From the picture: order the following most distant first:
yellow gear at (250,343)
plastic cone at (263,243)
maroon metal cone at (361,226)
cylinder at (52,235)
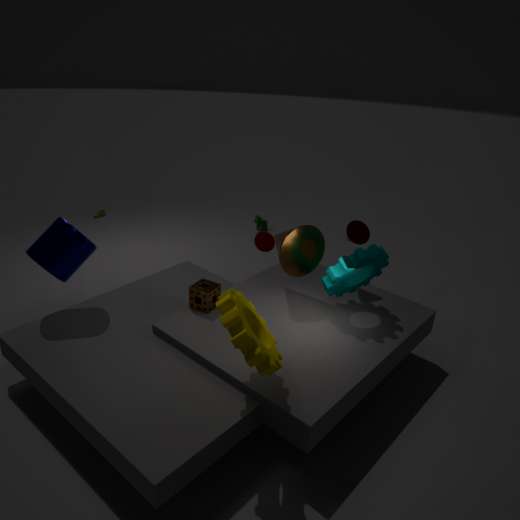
plastic cone at (263,243) → maroon metal cone at (361,226) → cylinder at (52,235) → yellow gear at (250,343)
